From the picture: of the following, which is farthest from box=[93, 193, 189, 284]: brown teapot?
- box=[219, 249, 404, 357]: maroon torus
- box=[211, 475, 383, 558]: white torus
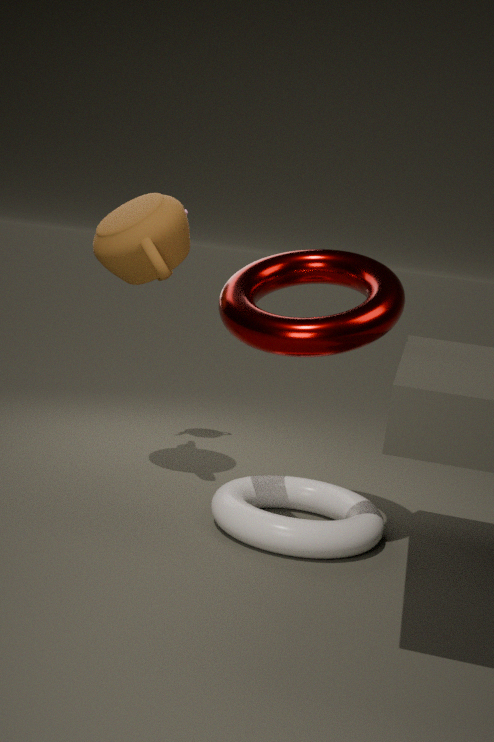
box=[211, 475, 383, 558]: white torus
